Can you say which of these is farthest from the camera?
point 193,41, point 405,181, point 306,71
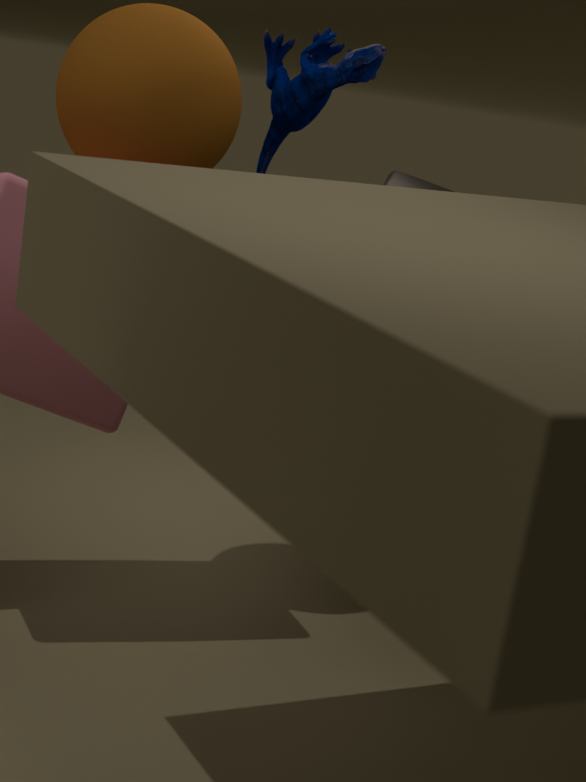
point 405,181
